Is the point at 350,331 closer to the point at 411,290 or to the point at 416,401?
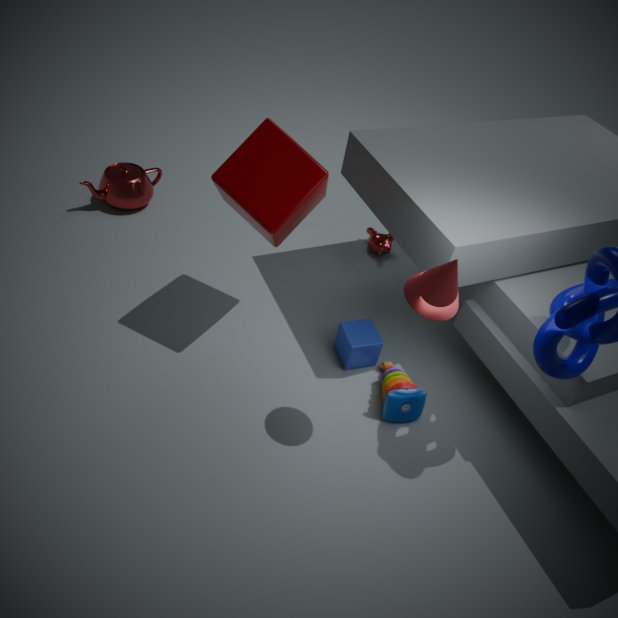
the point at 416,401
